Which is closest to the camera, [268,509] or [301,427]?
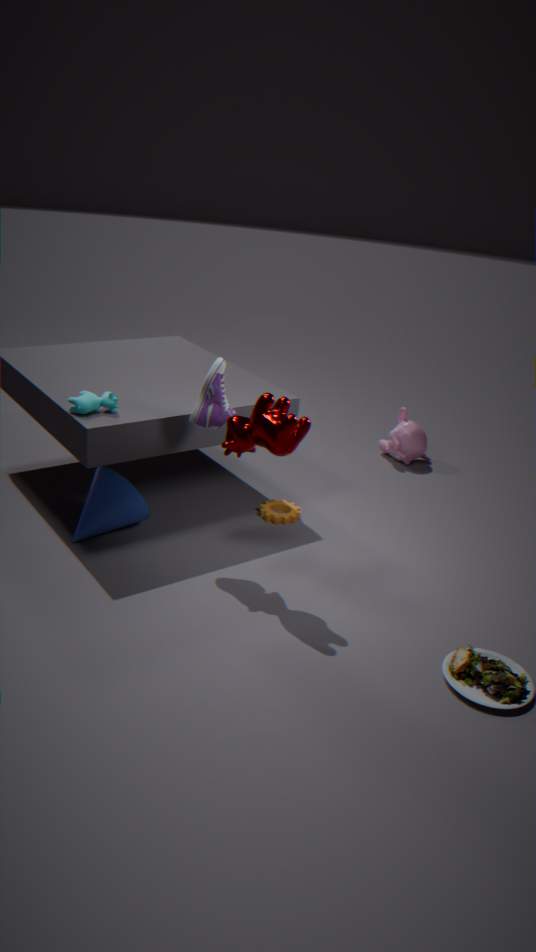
[301,427]
